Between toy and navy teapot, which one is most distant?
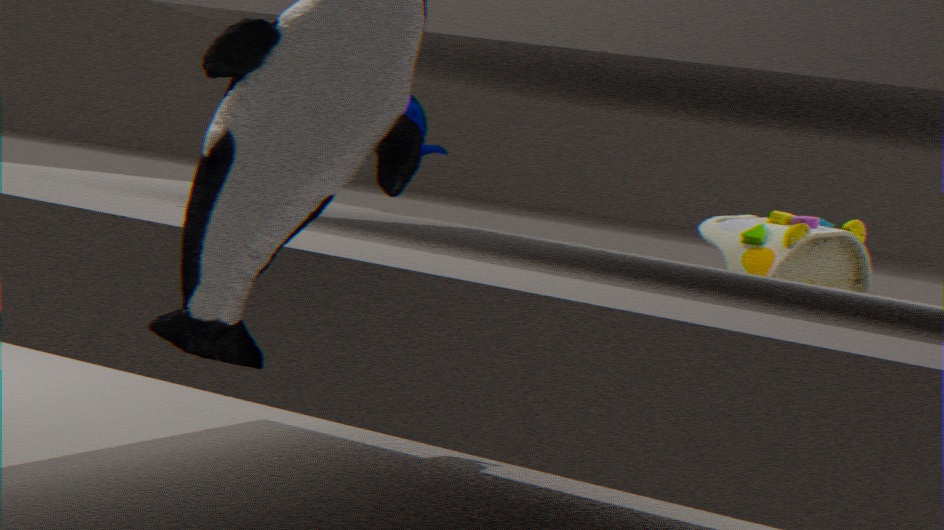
navy teapot
